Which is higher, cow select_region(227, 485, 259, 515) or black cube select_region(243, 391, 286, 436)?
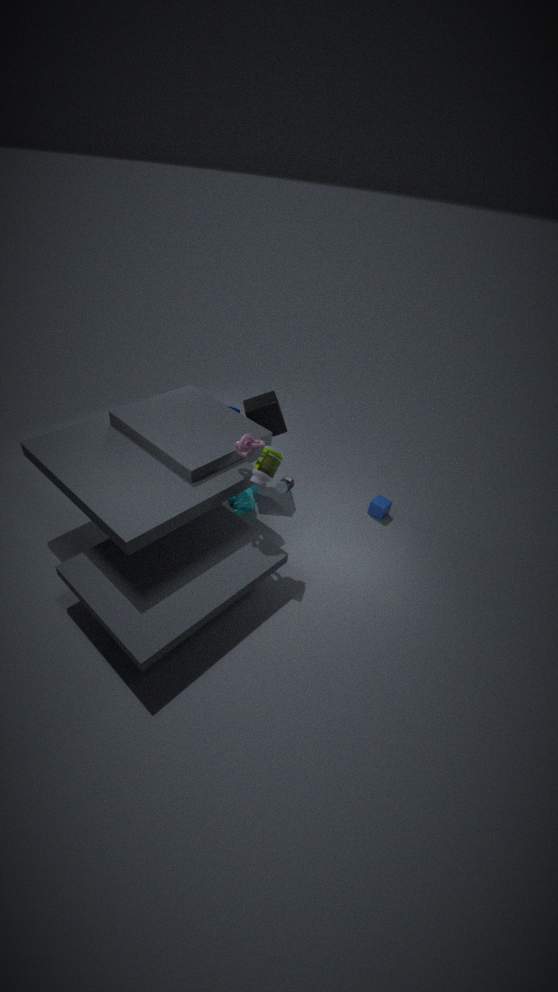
black cube select_region(243, 391, 286, 436)
